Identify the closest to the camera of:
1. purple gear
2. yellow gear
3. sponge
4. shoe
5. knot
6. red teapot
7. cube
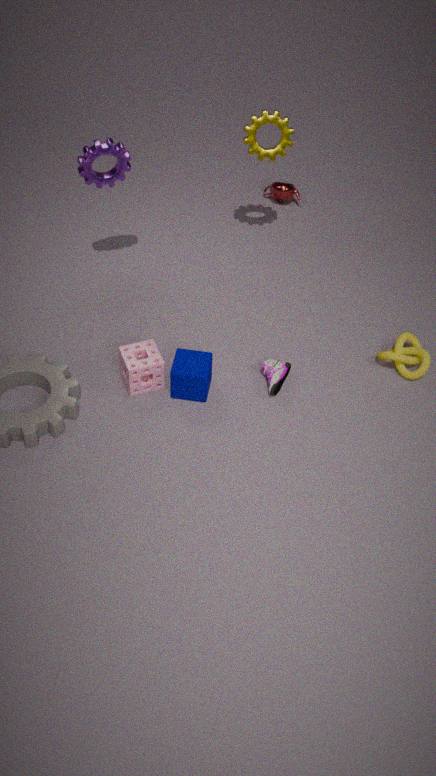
cube
